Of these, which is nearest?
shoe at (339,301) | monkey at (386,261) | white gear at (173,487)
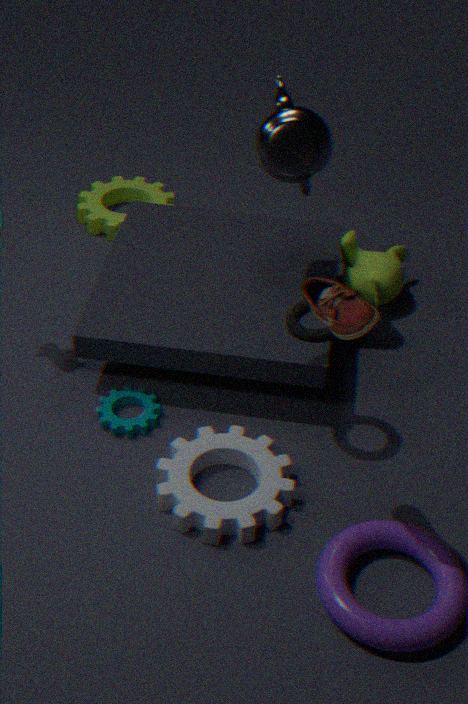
shoe at (339,301)
